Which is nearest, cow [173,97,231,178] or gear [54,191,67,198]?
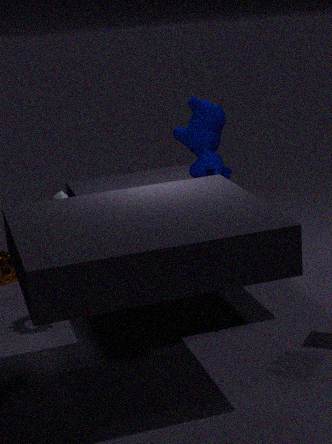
gear [54,191,67,198]
